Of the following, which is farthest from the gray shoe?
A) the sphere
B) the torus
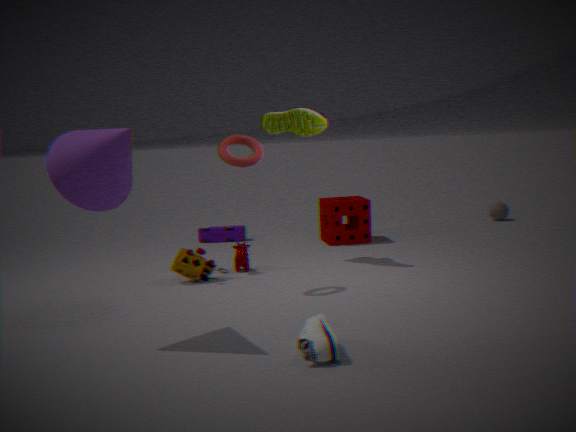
the sphere
